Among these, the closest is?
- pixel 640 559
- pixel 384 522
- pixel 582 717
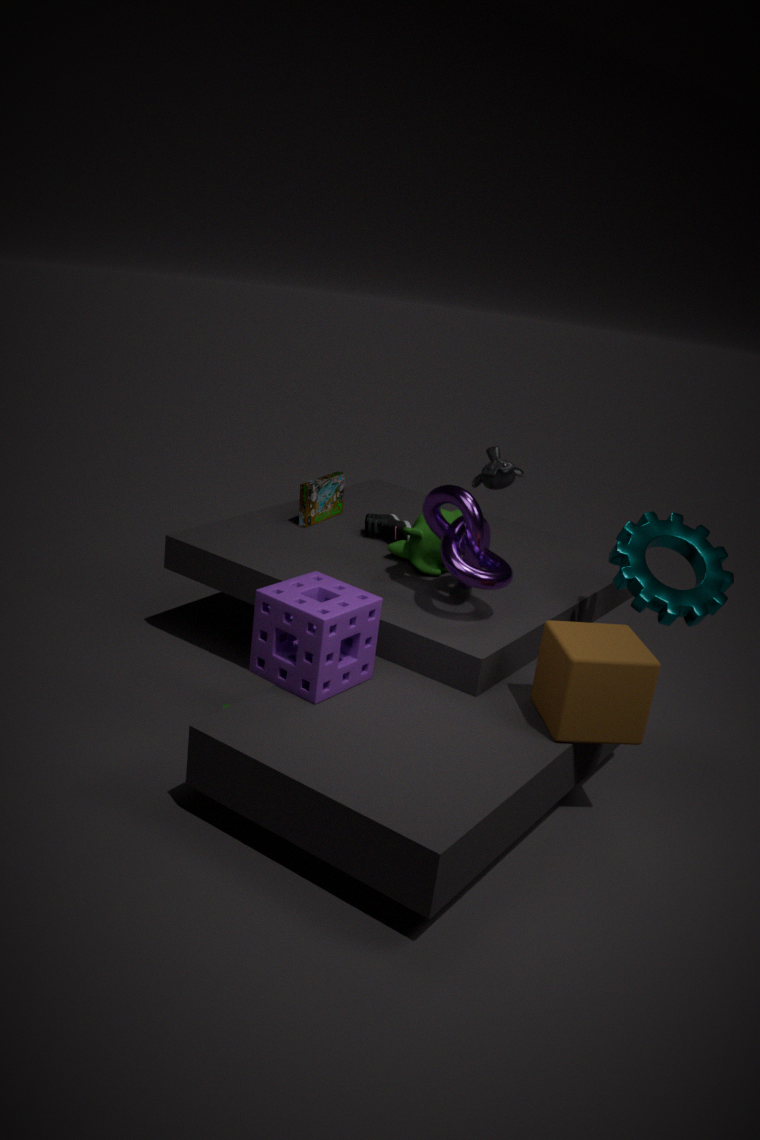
pixel 582 717
